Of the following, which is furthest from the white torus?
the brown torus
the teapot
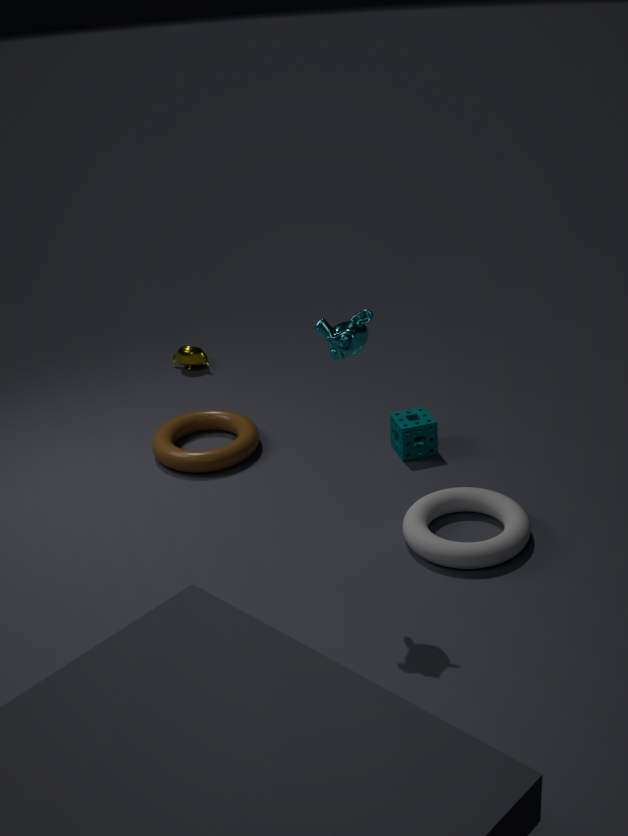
the teapot
